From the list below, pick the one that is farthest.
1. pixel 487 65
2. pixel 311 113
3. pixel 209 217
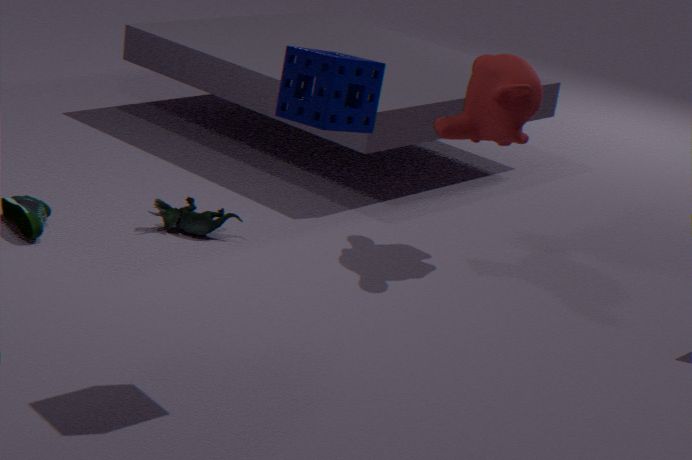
pixel 209 217
